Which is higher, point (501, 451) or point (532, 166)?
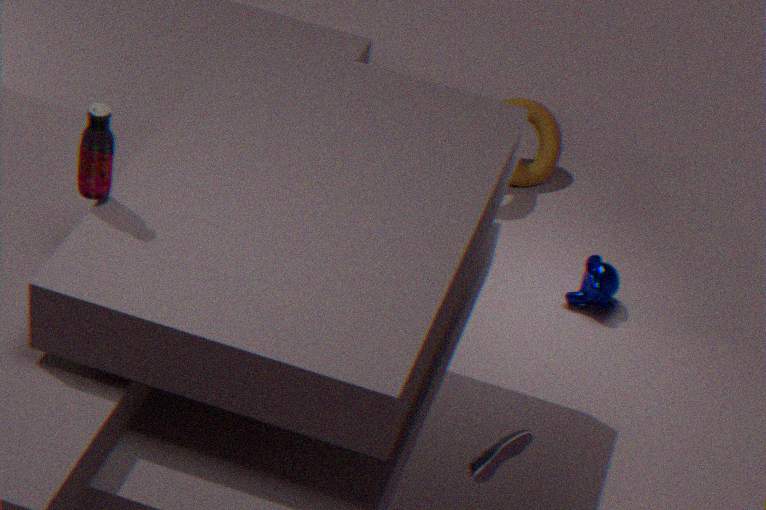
point (501, 451)
